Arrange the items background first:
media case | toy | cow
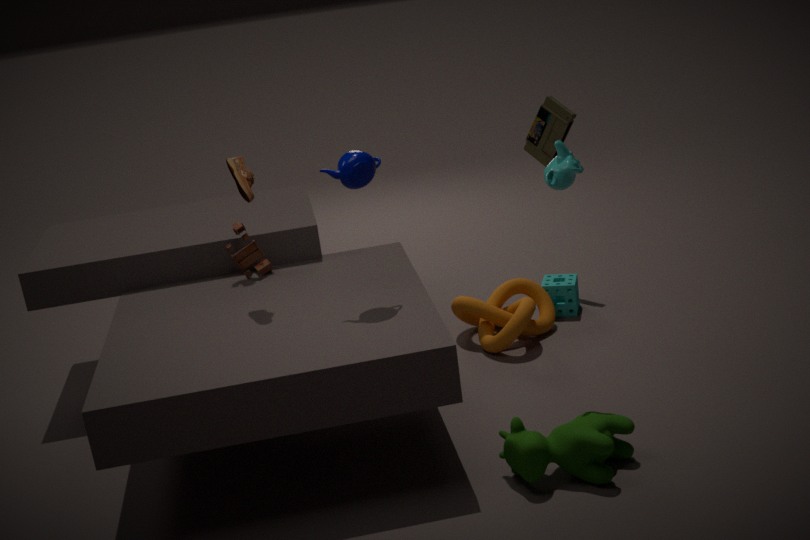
media case → toy → cow
